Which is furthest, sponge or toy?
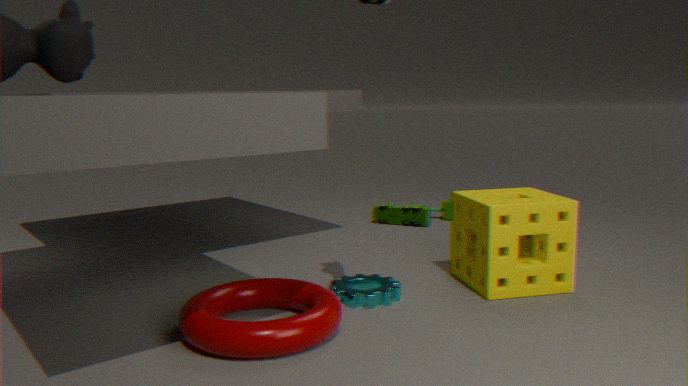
toy
